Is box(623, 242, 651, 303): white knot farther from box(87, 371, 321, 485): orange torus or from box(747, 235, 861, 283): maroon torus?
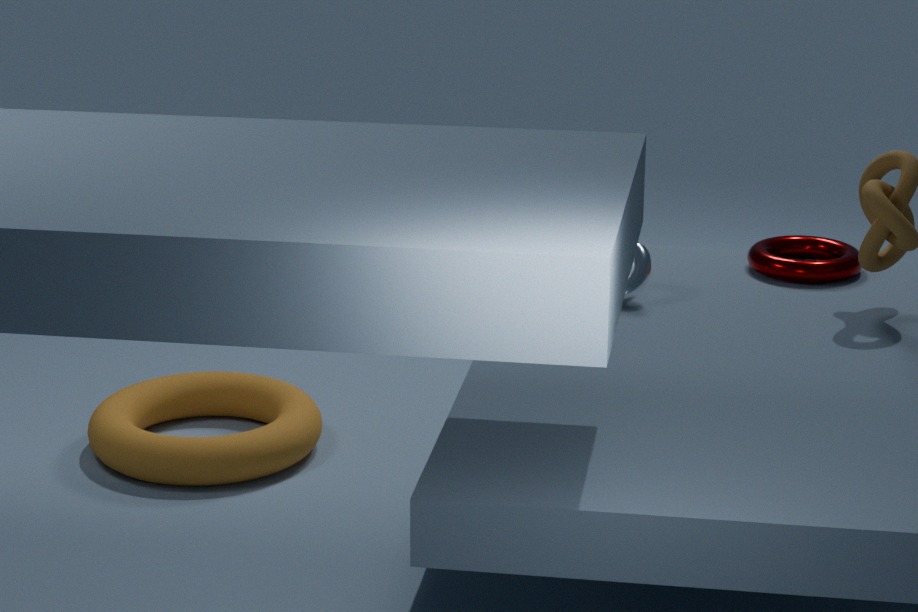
box(87, 371, 321, 485): orange torus
